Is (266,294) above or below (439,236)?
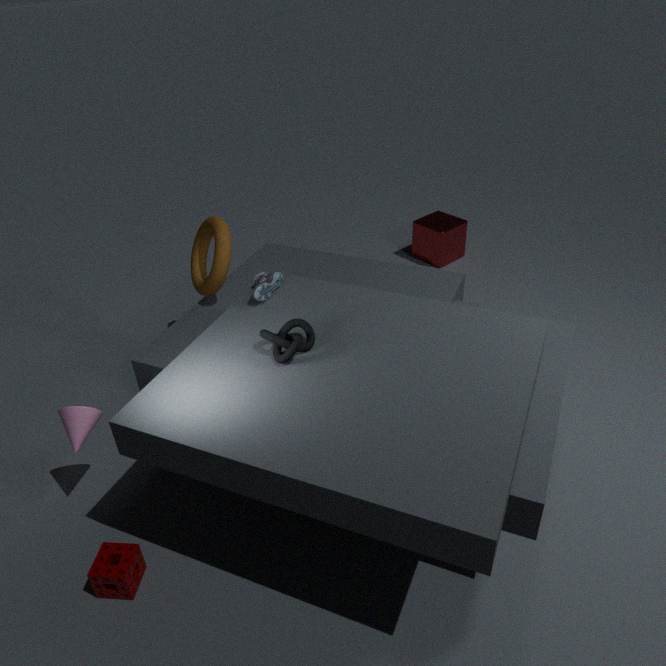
above
